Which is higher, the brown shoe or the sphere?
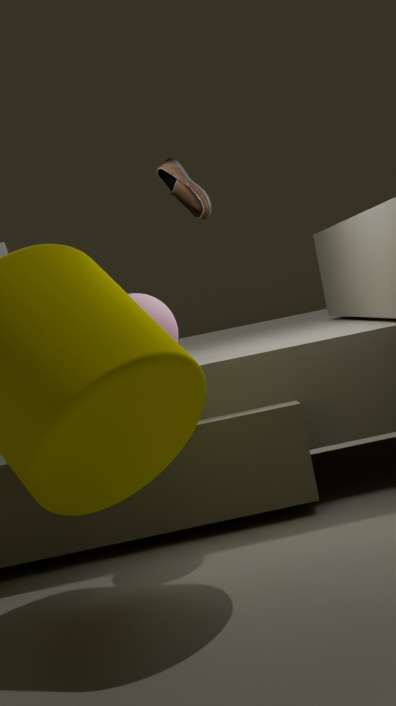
the brown shoe
